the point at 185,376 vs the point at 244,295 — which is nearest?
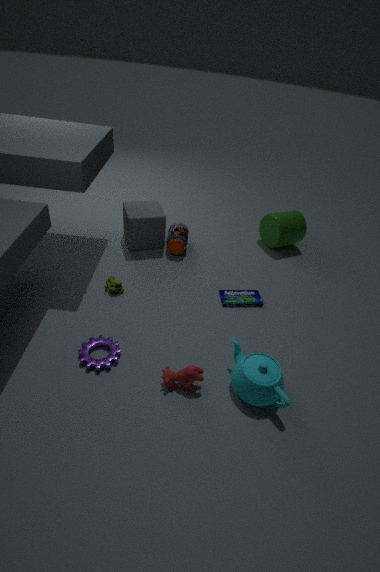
the point at 185,376
